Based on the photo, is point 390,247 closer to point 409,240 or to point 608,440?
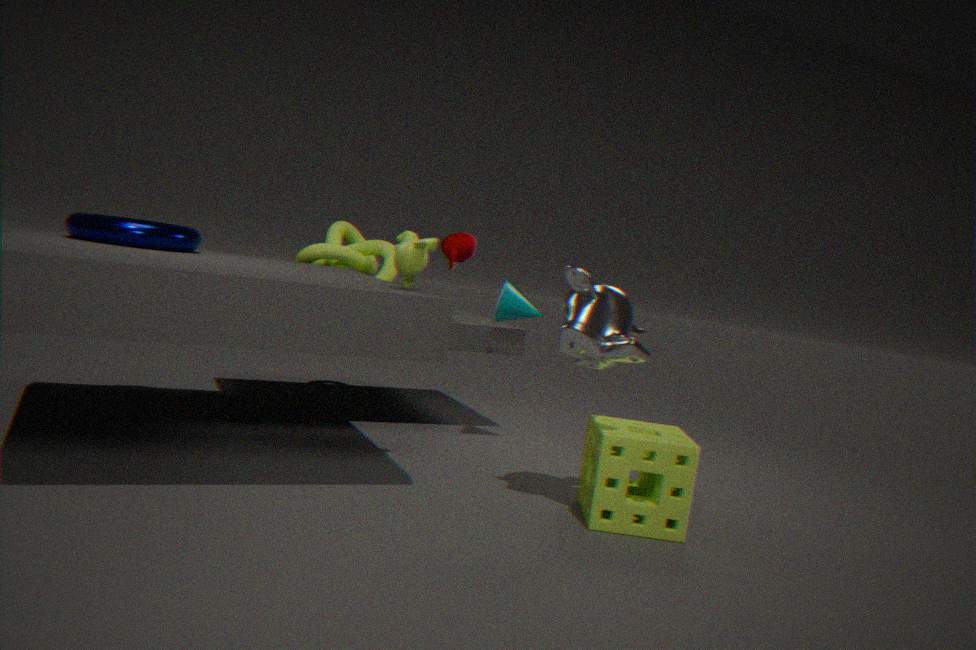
point 409,240
